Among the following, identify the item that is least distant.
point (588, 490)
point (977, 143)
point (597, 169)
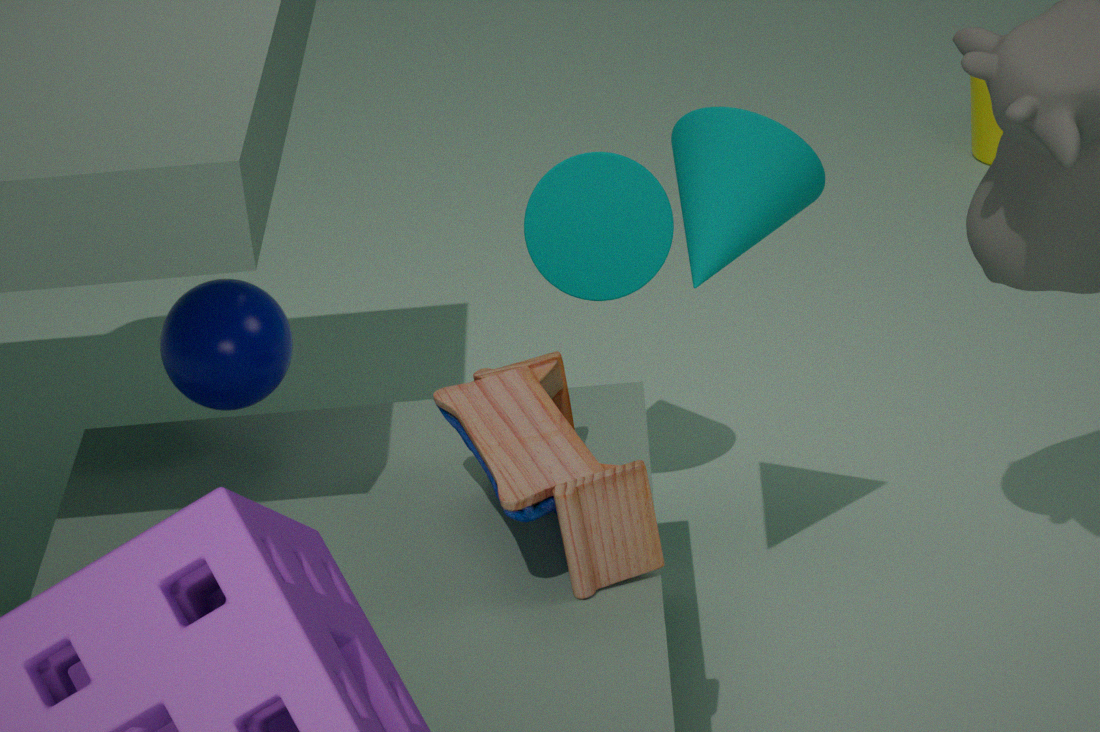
point (588, 490)
